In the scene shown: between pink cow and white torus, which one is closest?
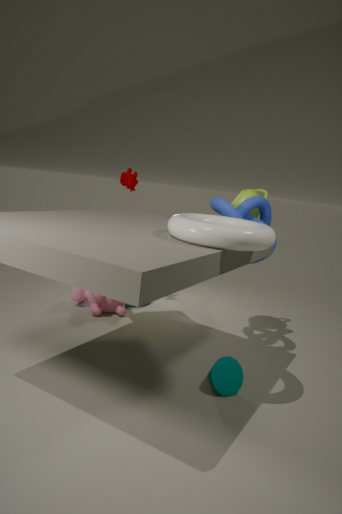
white torus
